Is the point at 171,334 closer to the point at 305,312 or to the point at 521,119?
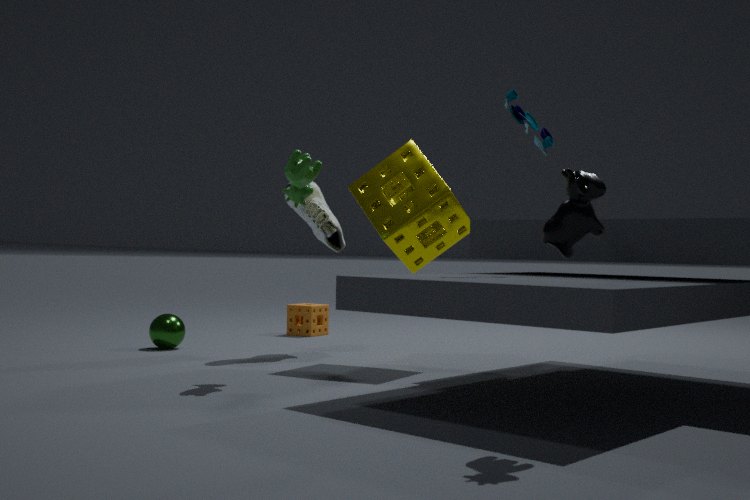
the point at 305,312
